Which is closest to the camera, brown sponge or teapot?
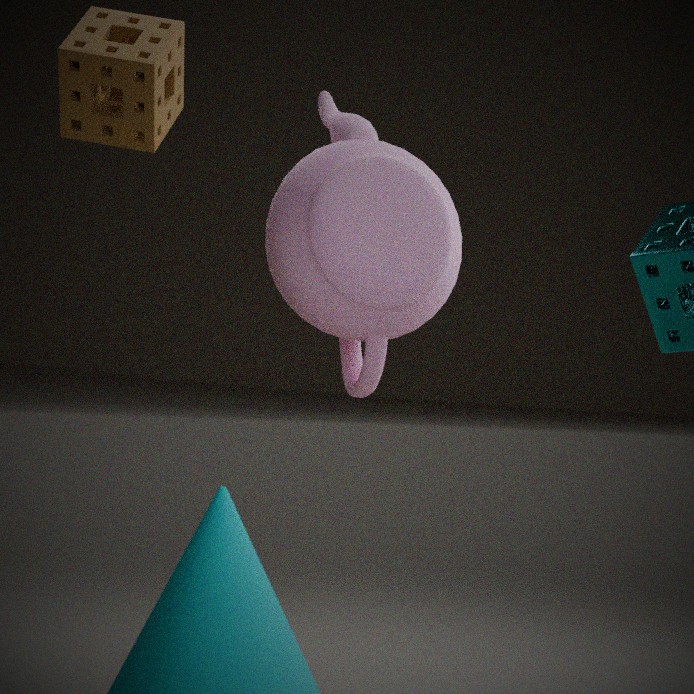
teapot
